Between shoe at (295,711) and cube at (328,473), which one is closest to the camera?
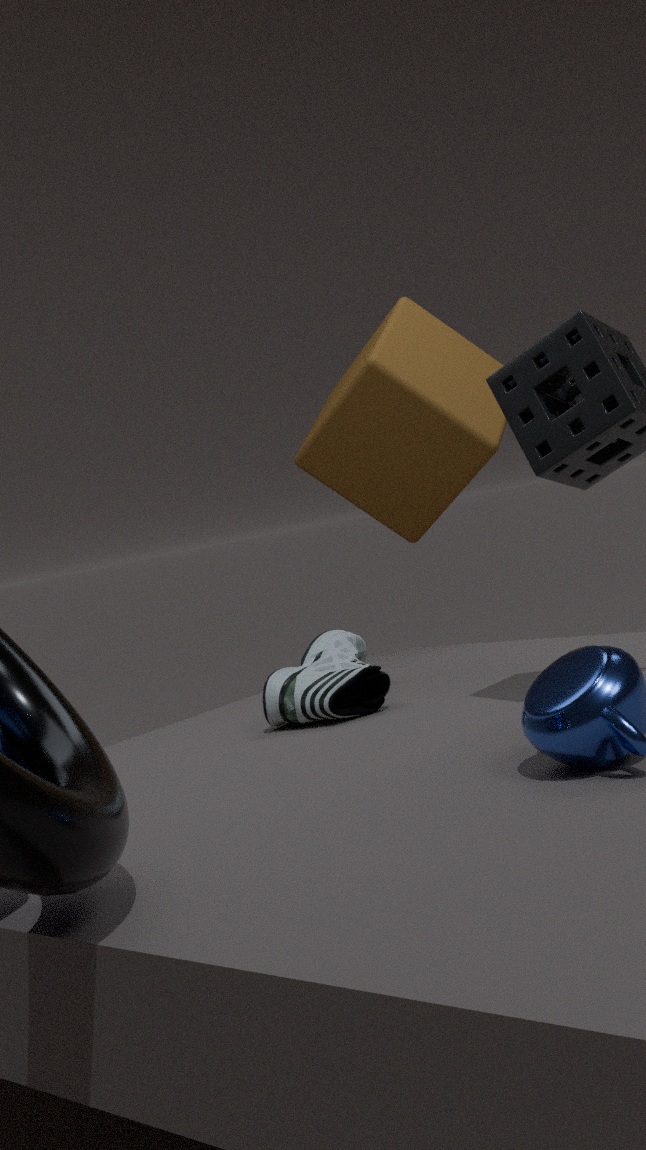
shoe at (295,711)
